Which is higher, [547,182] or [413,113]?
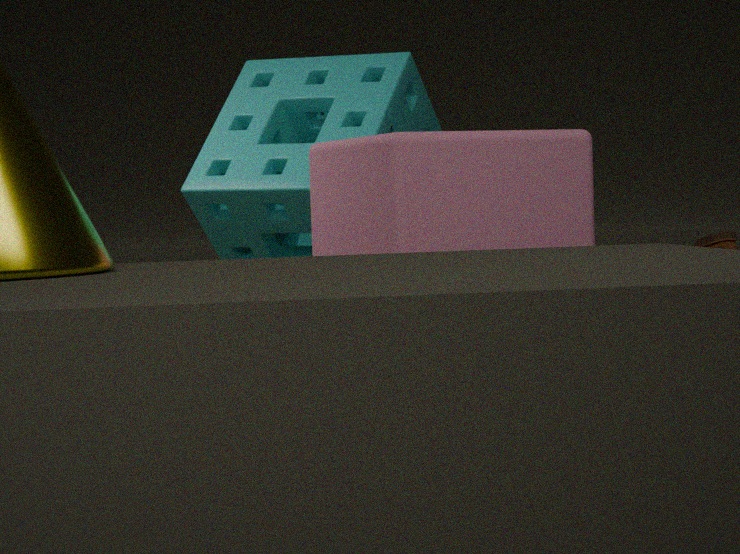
[413,113]
